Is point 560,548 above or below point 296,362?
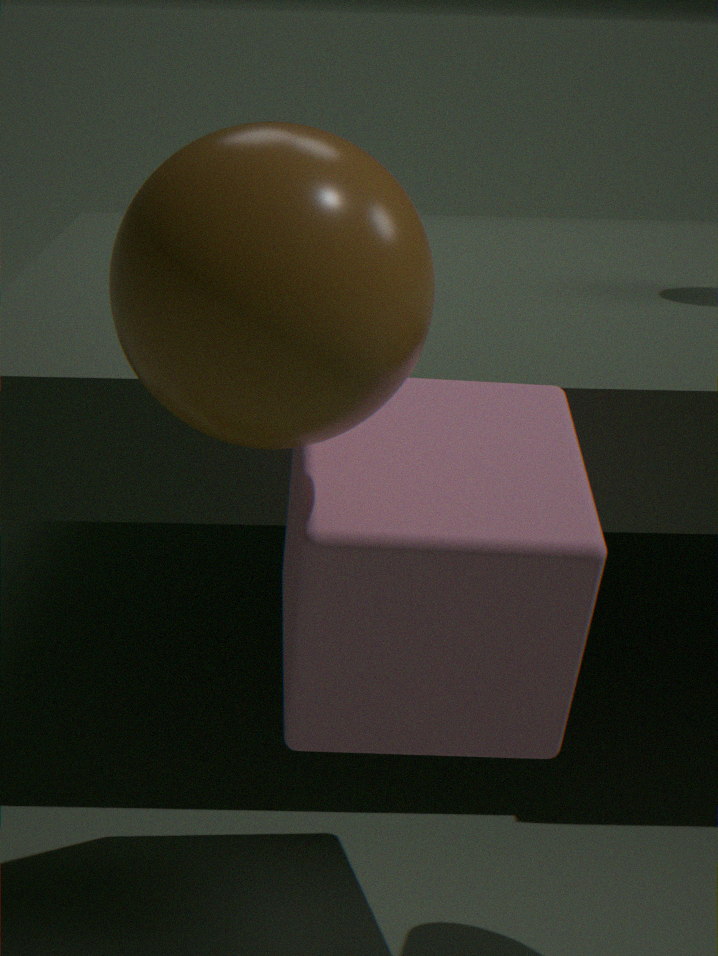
below
